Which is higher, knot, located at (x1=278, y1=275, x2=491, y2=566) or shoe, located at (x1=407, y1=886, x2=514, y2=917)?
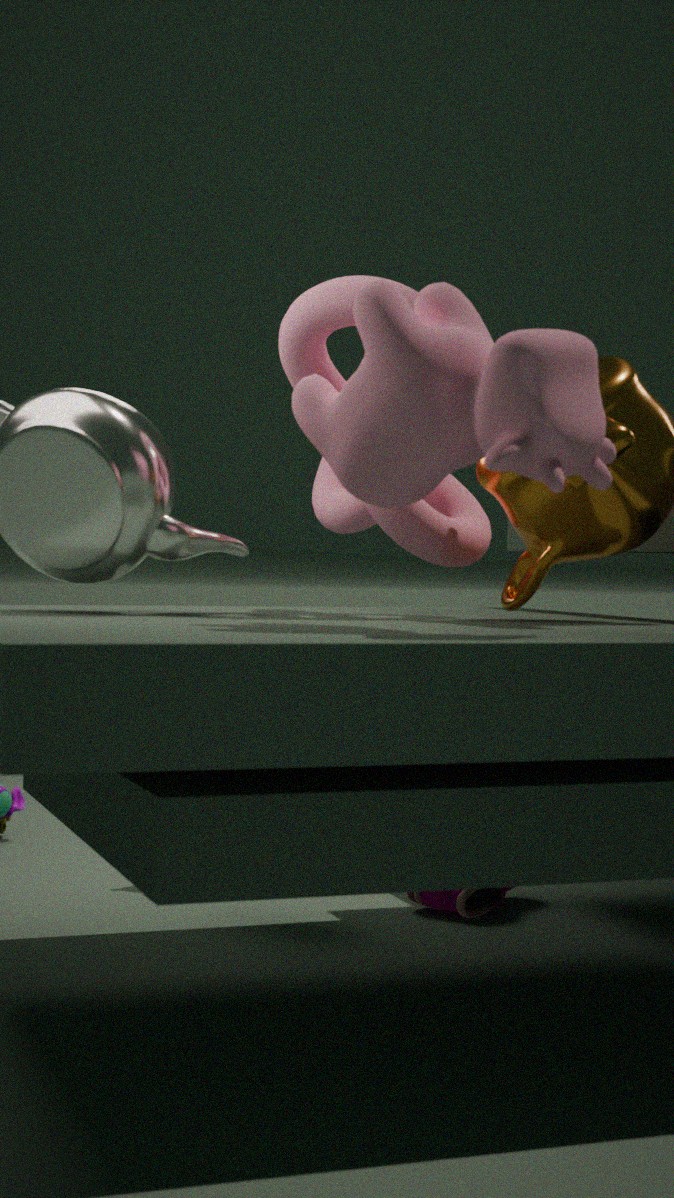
knot, located at (x1=278, y1=275, x2=491, y2=566)
